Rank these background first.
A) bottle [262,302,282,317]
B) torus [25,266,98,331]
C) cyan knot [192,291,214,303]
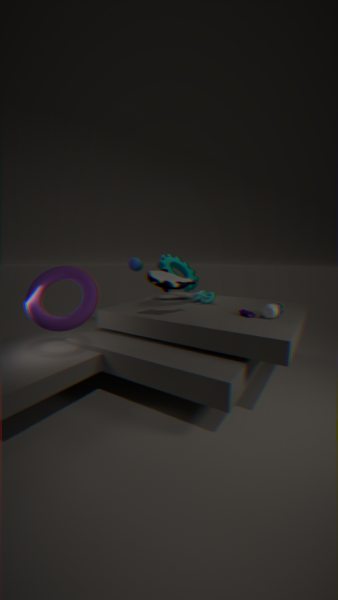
cyan knot [192,291,214,303] → bottle [262,302,282,317] → torus [25,266,98,331]
